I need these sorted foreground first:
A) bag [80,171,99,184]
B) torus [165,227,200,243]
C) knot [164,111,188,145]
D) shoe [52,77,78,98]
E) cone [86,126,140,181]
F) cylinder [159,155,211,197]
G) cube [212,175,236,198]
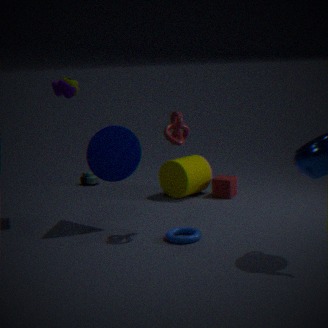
knot [164,111,188,145]
torus [165,227,200,243]
cone [86,126,140,181]
shoe [52,77,78,98]
cylinder [159,155,211,197]
cube [212,175,236,198]
bag [80,171,99,184]
